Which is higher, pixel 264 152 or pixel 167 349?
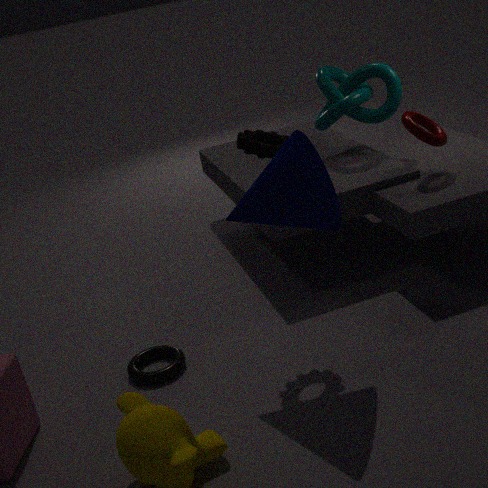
pixel 264 152
